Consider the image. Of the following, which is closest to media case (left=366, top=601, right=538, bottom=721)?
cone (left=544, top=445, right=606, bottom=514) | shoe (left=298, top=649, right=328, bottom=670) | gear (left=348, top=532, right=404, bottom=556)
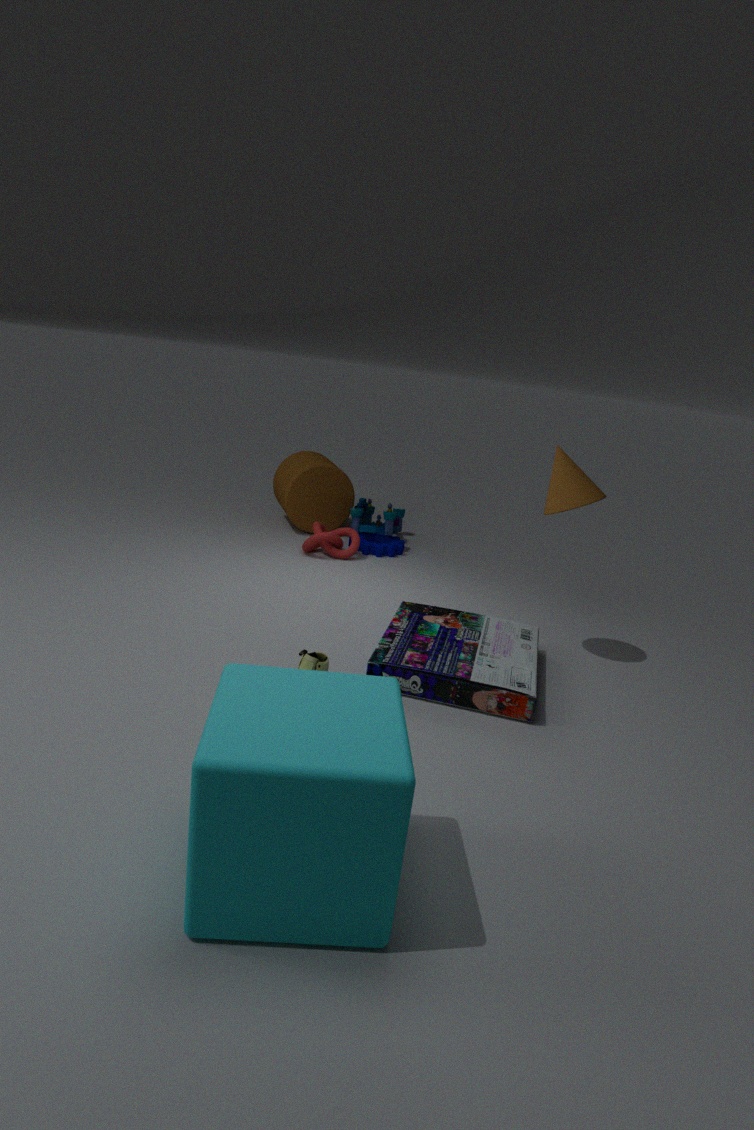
shoe (left=298, top=649, right=328, bottom=670)
